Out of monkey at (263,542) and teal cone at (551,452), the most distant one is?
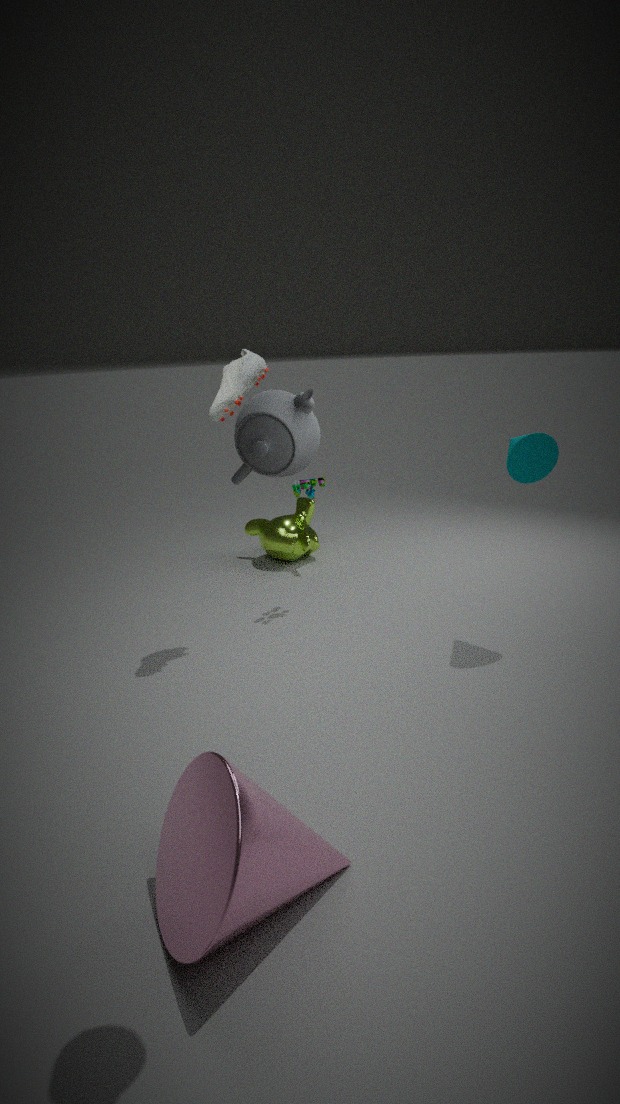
monkey at (263,542)
